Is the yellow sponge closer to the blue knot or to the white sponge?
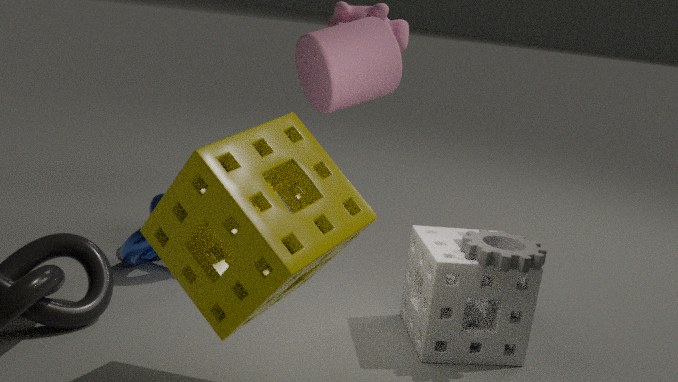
the white sponge
